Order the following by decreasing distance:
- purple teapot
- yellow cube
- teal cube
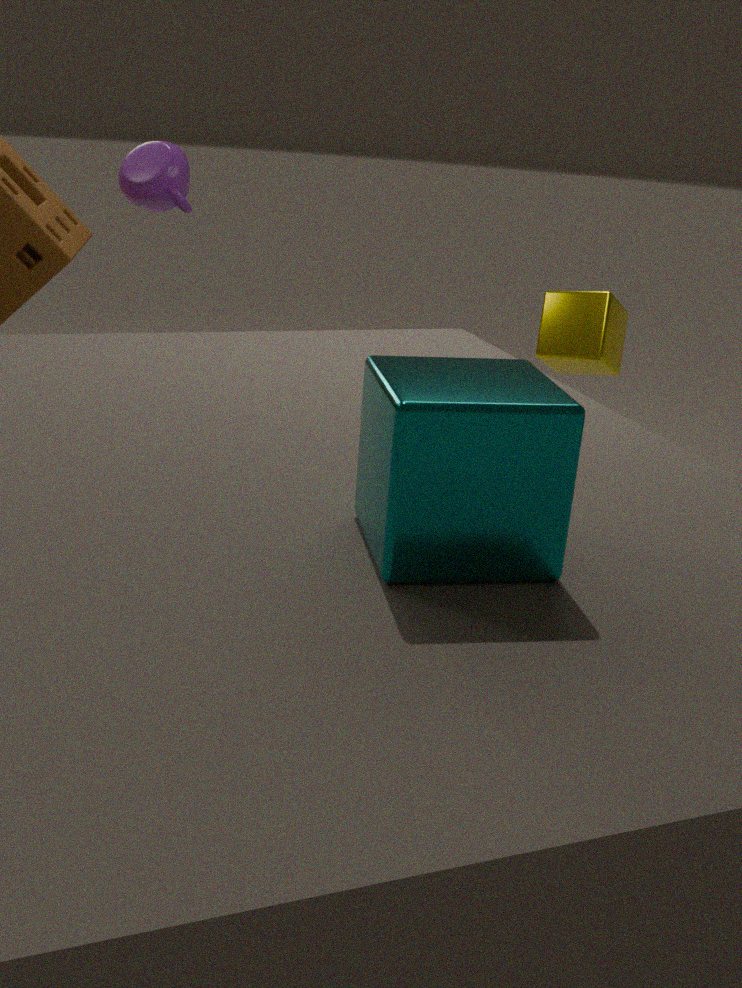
yellow cube, purple teapot, teal cube
